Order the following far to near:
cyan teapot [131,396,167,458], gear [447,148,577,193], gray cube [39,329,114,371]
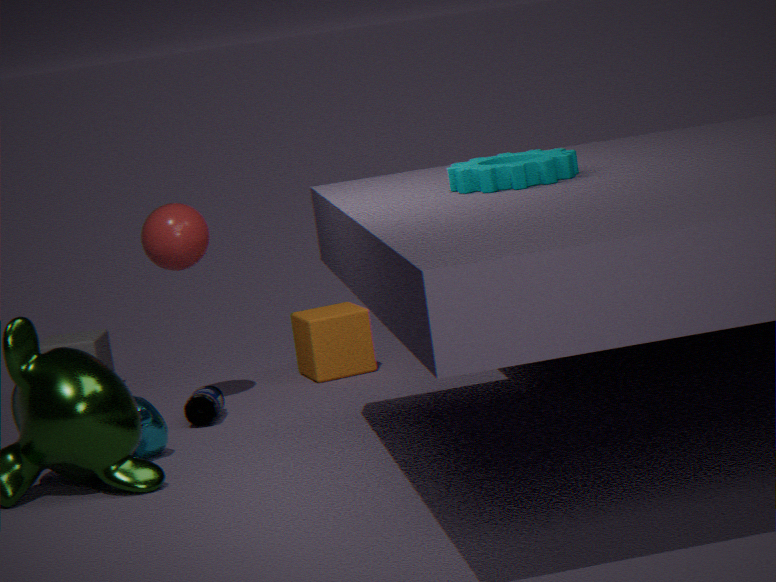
gray cube [39,329,114,371]
cyan teapot [131,396,167,458]
gear [447,148,577,193]
